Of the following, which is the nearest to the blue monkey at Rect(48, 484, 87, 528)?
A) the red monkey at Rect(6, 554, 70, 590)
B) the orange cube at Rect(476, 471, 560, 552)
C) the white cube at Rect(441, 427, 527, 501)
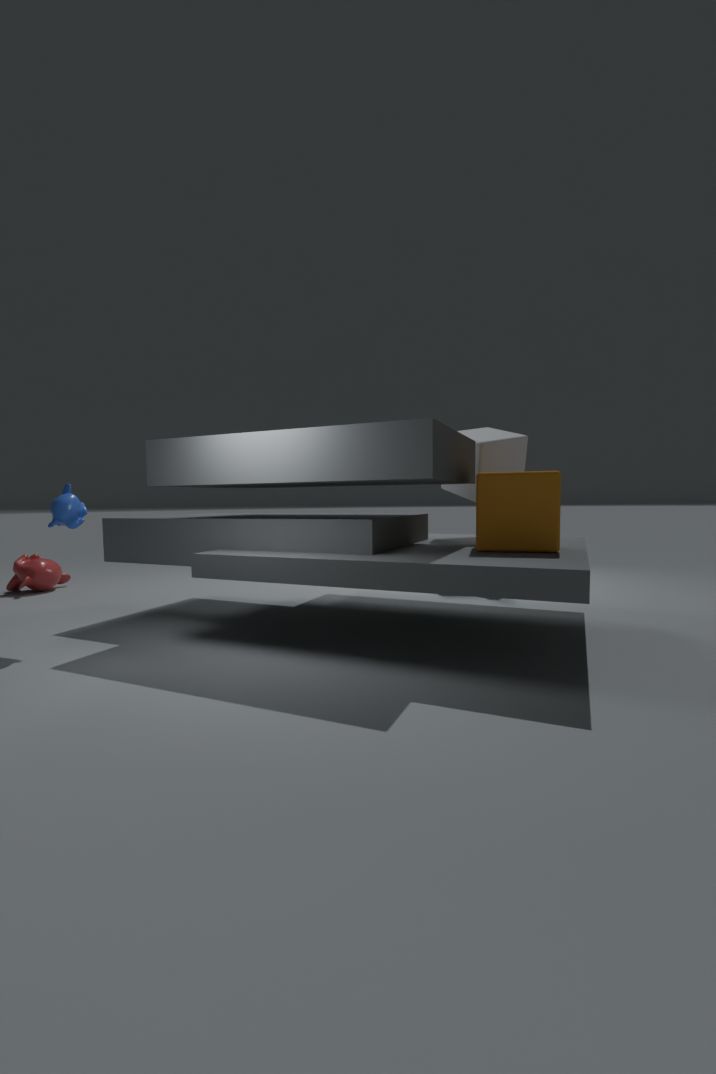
the red monkey at Rect(6, 554, 70, 590)
